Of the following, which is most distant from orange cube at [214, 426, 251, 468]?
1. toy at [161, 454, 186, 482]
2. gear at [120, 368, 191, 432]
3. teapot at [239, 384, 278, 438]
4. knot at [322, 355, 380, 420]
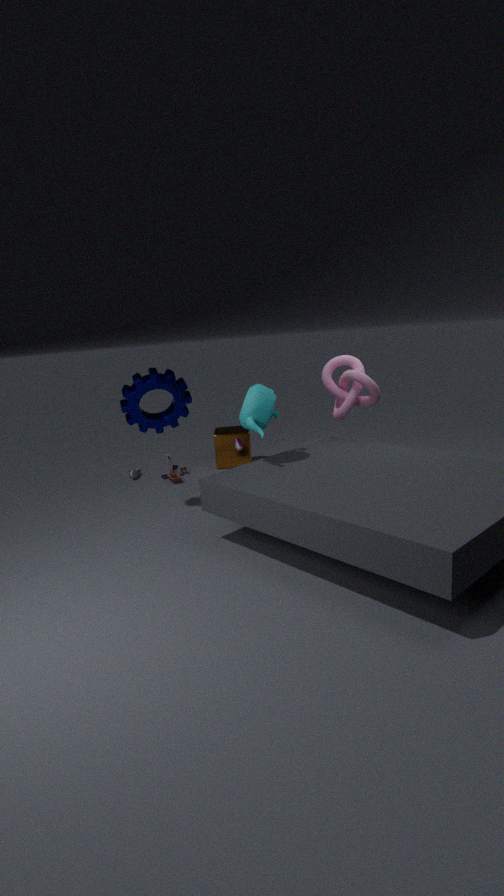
teapot at [239, 384, 278, 438]
